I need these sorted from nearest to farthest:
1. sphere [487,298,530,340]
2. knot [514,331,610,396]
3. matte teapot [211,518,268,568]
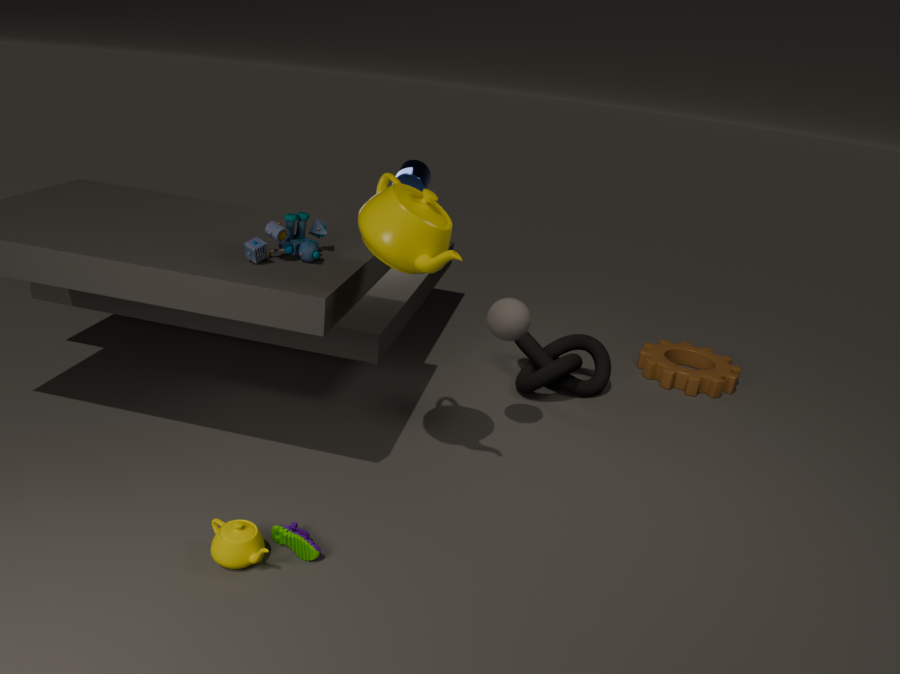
matte teapot [211,518,268,568] < sphere [487,298,530,340] < knot [514,331,610,396]
